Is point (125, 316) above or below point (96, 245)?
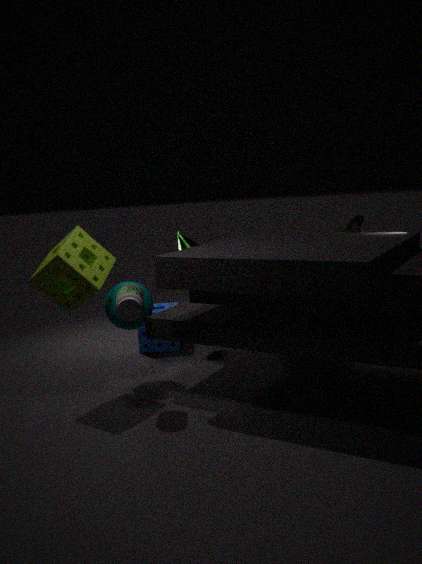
below
